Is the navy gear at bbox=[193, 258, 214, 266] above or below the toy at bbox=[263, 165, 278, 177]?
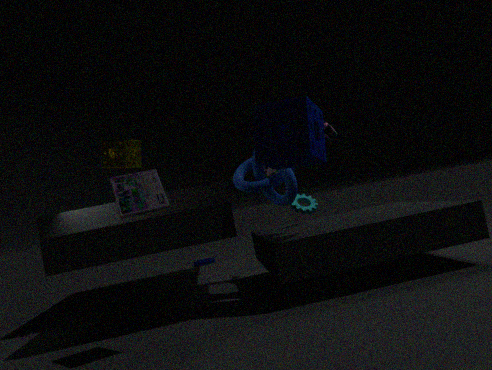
below
